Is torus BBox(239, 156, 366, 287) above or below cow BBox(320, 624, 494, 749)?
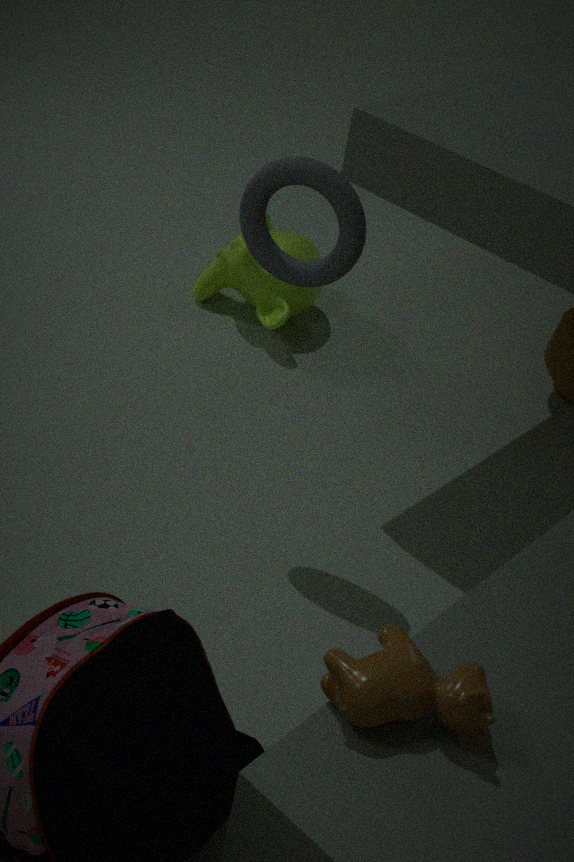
above
